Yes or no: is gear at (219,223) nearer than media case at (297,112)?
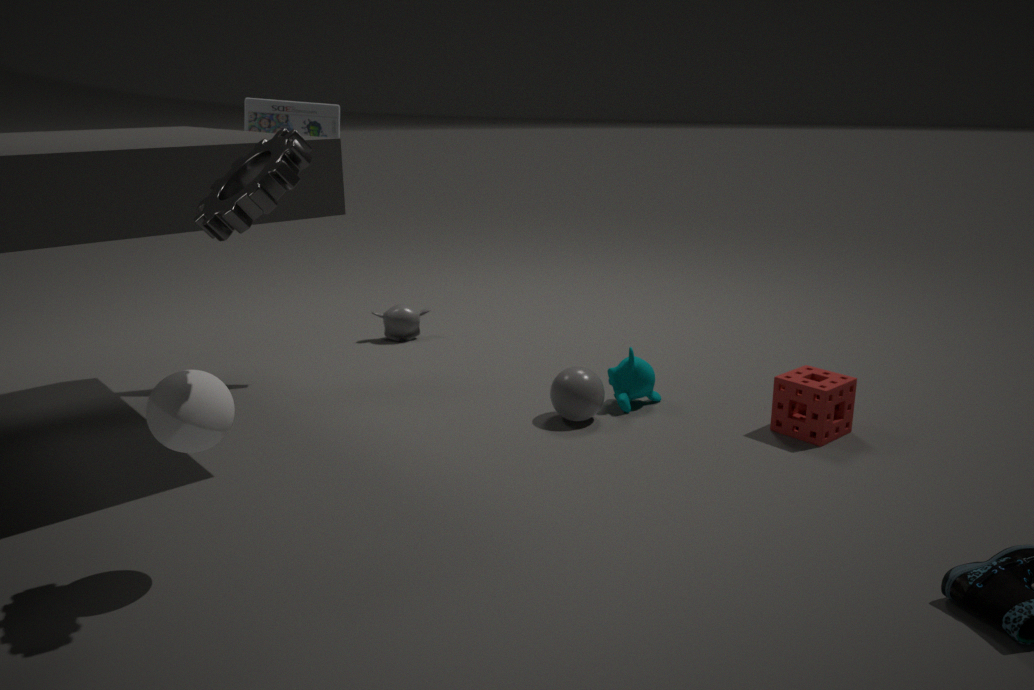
Yes
